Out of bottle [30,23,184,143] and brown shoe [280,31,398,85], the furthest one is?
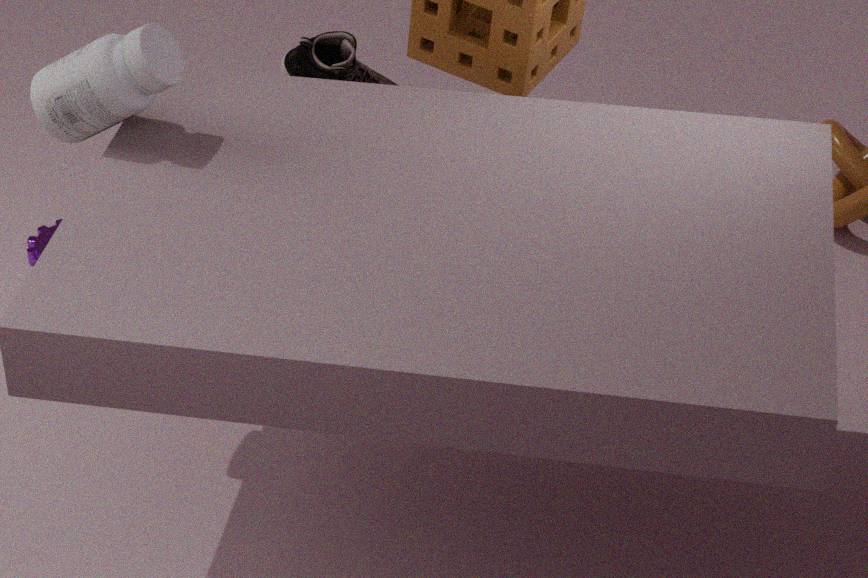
brown shoe [280,31,398,85]
